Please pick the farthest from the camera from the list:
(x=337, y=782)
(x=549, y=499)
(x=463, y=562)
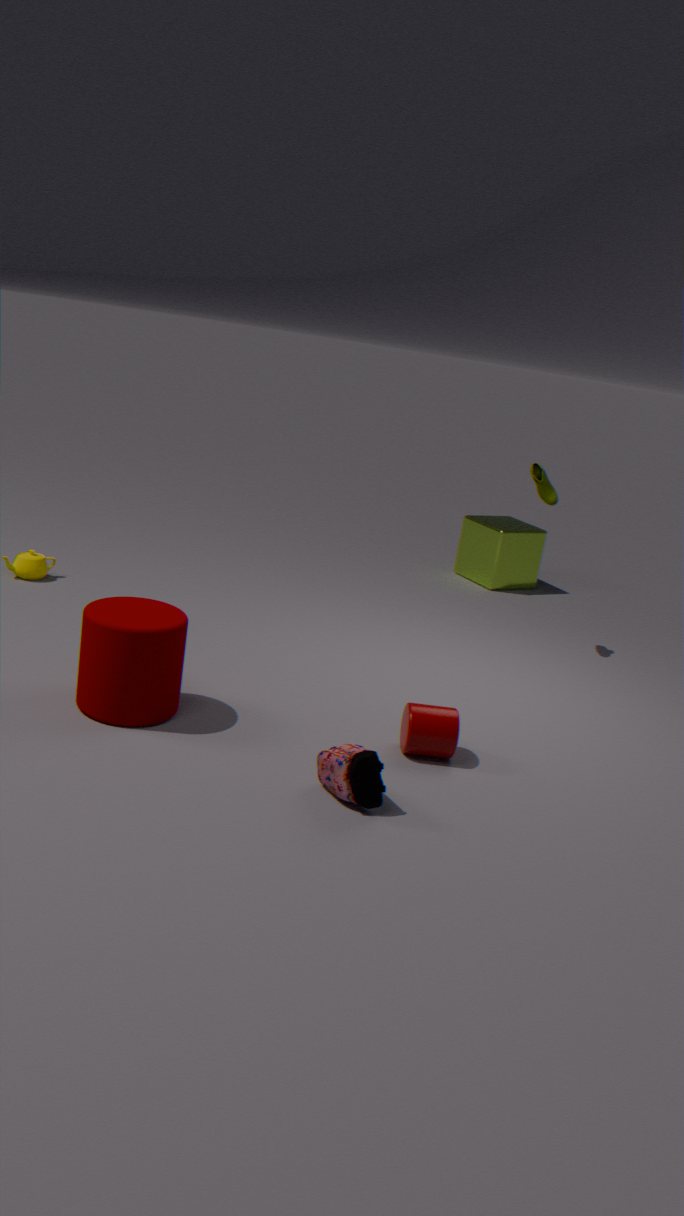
(x=463, y=562)
